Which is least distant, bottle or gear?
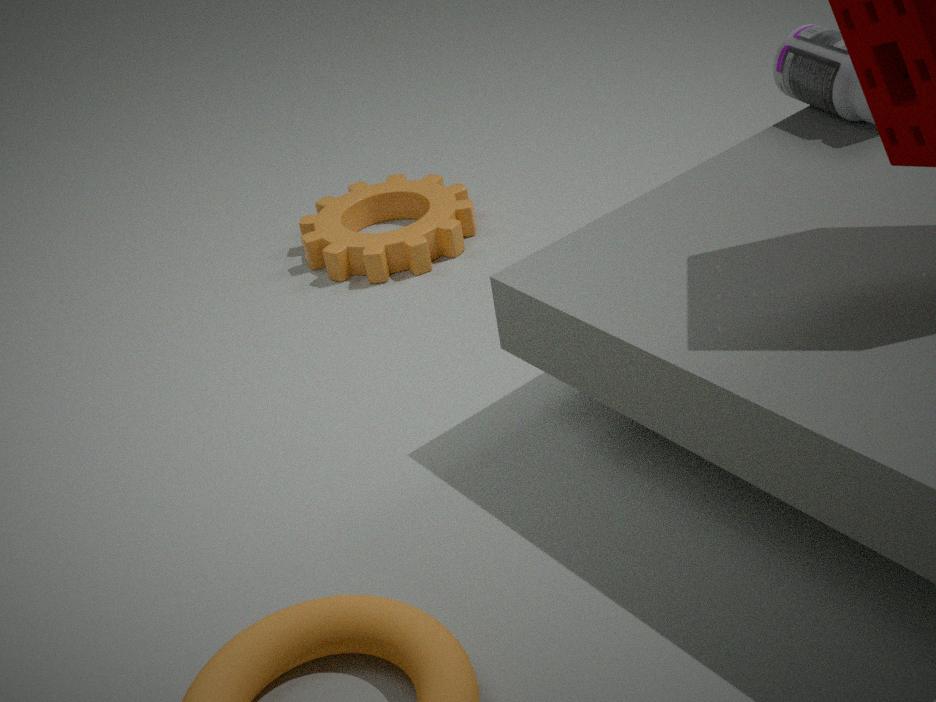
bottle
